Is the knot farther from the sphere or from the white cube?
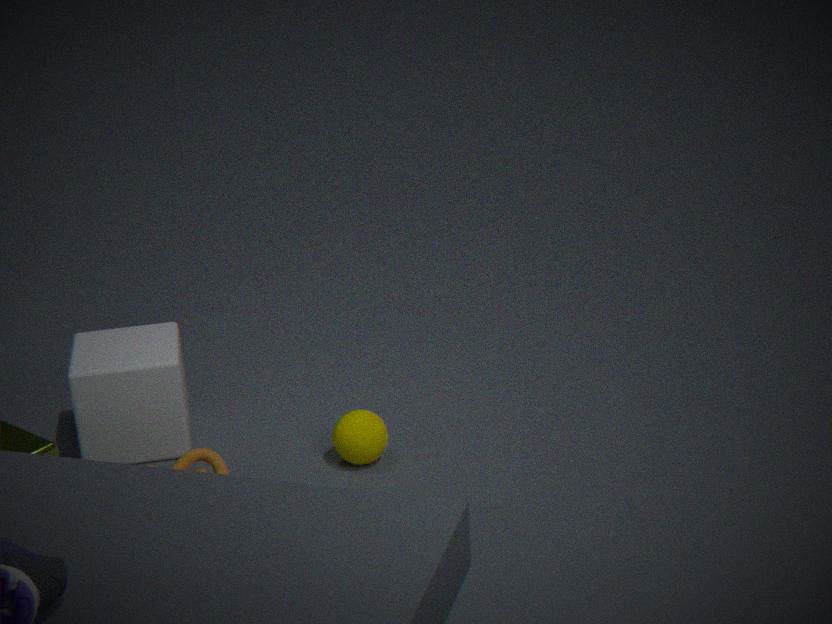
the sphere
